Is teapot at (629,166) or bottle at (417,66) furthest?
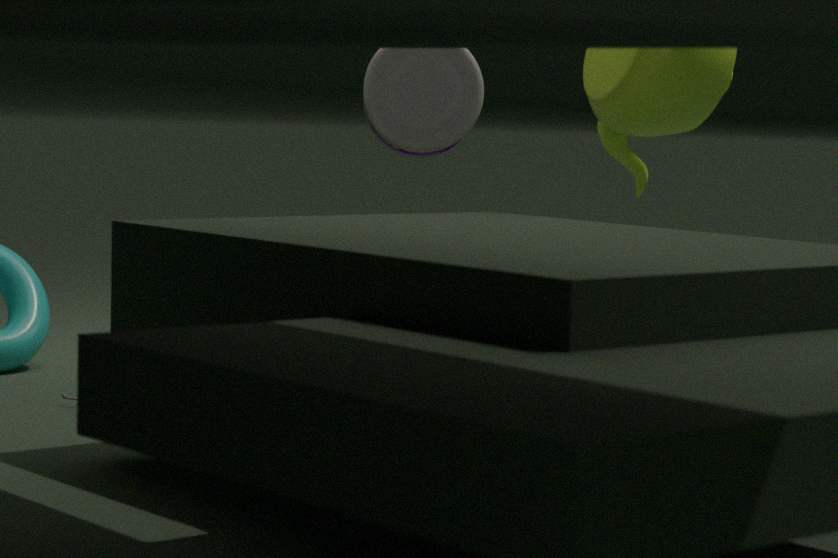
teapot at (629,166)
